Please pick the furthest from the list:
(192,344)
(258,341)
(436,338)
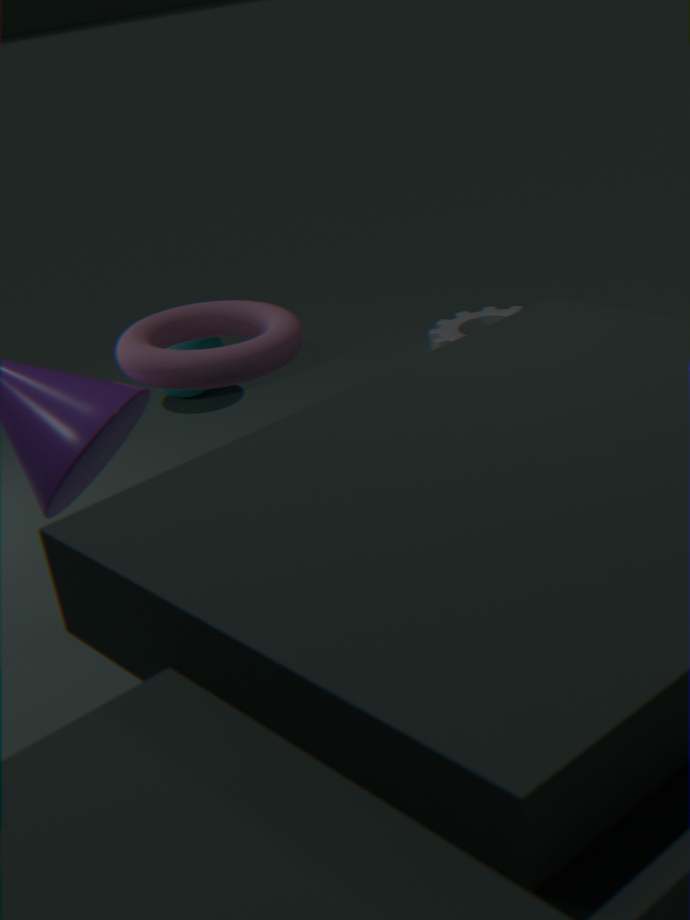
(436,338)
